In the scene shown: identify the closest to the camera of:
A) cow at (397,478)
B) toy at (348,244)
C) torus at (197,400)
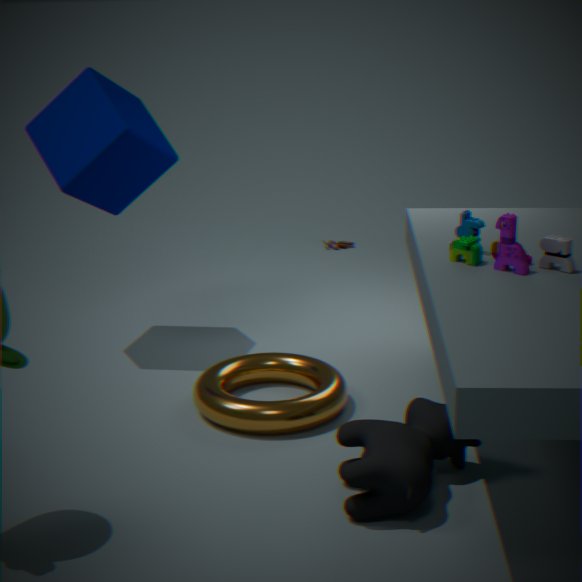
cow at (397,478)
